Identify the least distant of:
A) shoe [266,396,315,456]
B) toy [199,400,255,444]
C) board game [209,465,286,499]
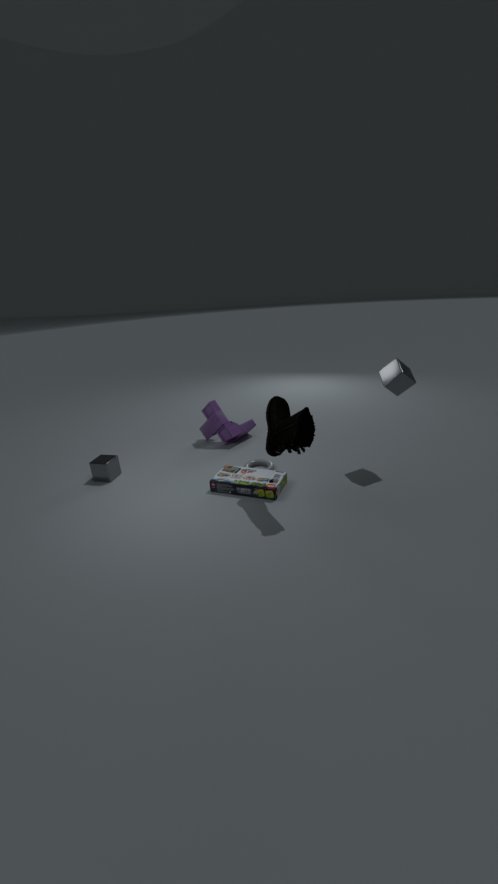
shoe [266,396,315,456]
